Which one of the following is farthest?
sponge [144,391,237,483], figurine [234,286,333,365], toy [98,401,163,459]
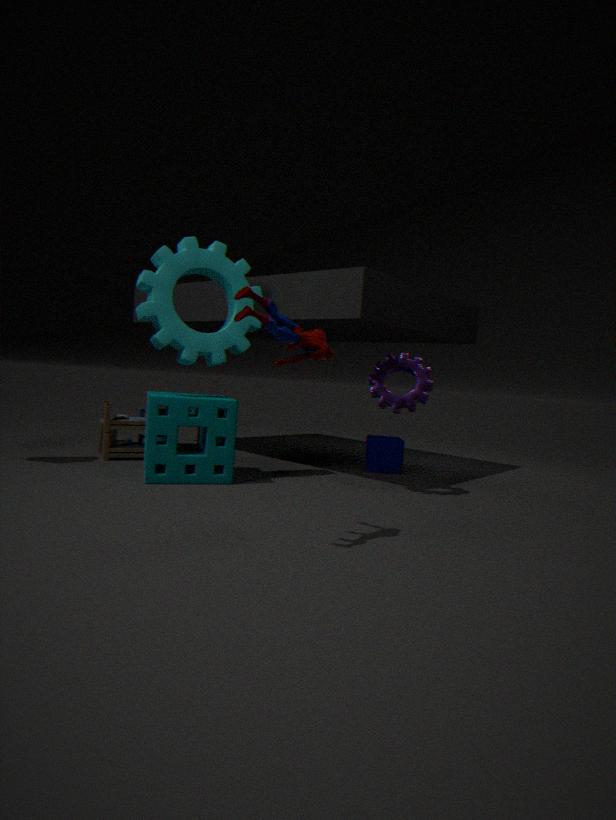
toy [98,401,163,459]
